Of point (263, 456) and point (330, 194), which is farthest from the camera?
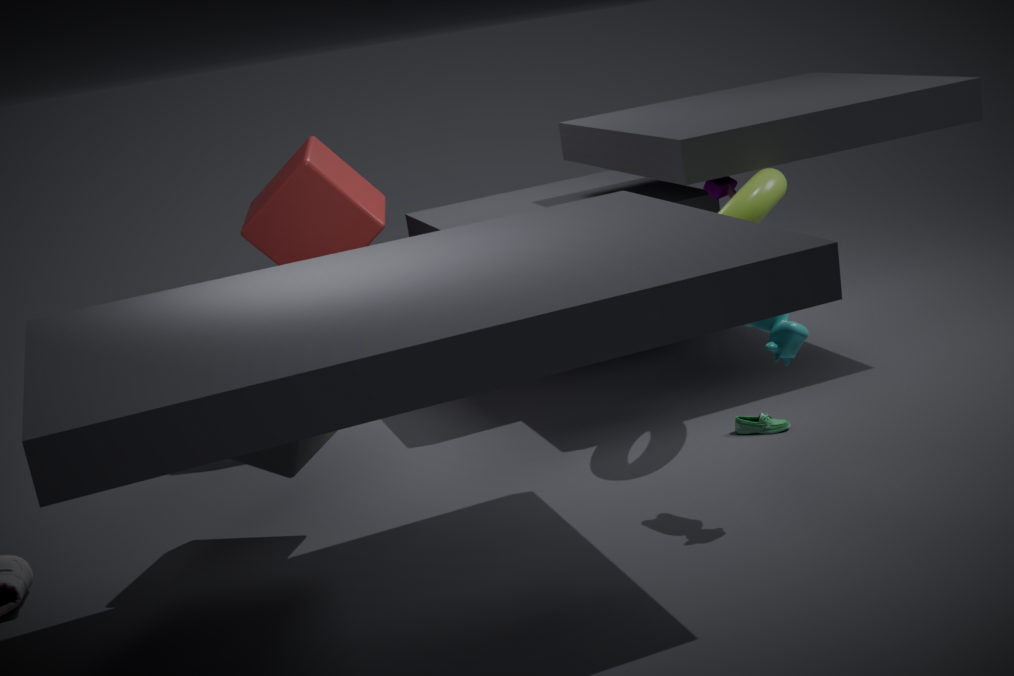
point (330, 194)
